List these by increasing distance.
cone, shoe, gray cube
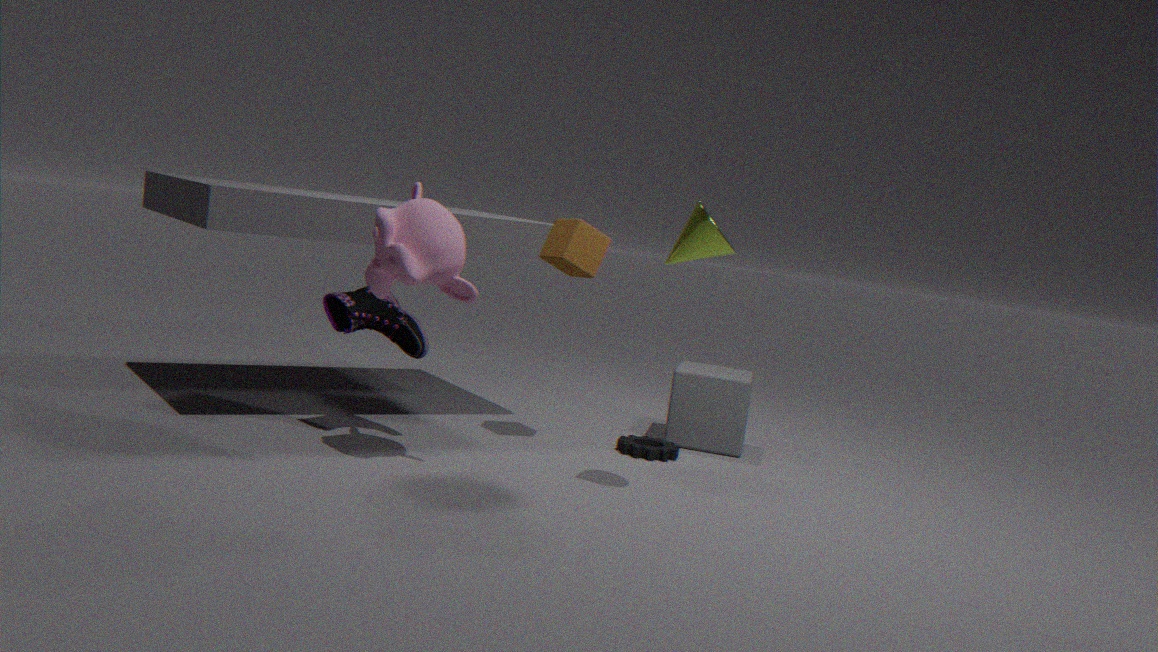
cone
shoe
gray cube
